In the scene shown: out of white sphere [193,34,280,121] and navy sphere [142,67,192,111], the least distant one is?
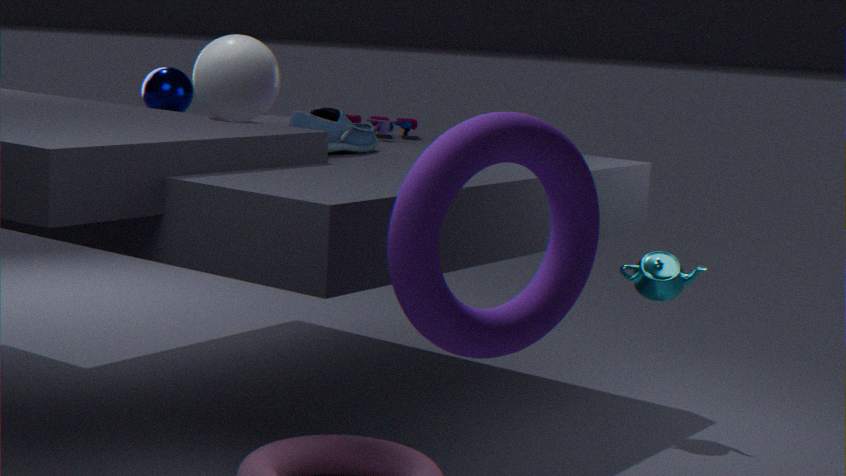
white sphere [193,34,280,121]
